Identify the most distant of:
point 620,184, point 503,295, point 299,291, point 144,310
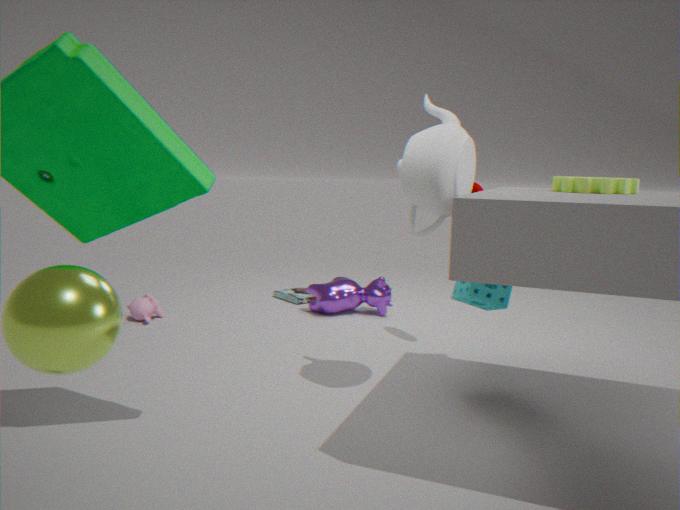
point 299,291
